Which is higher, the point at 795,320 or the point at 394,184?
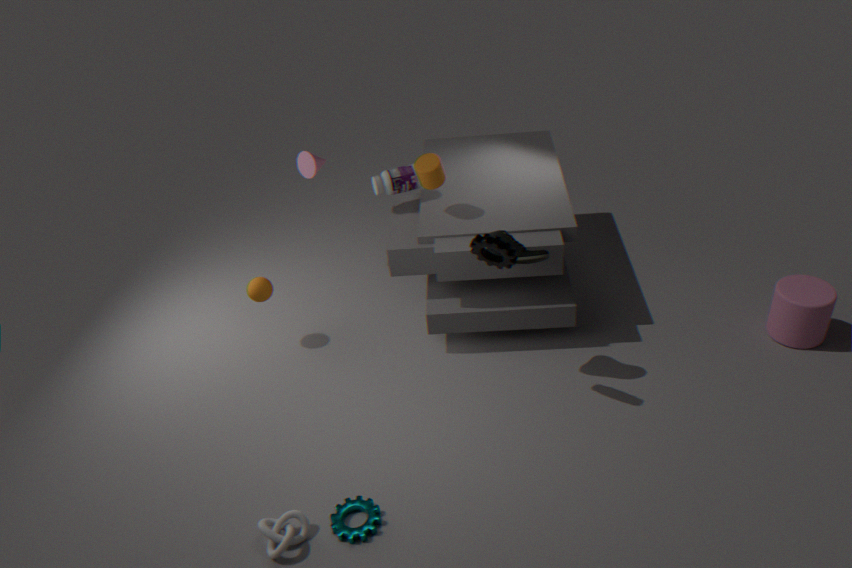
the point at 394,184
